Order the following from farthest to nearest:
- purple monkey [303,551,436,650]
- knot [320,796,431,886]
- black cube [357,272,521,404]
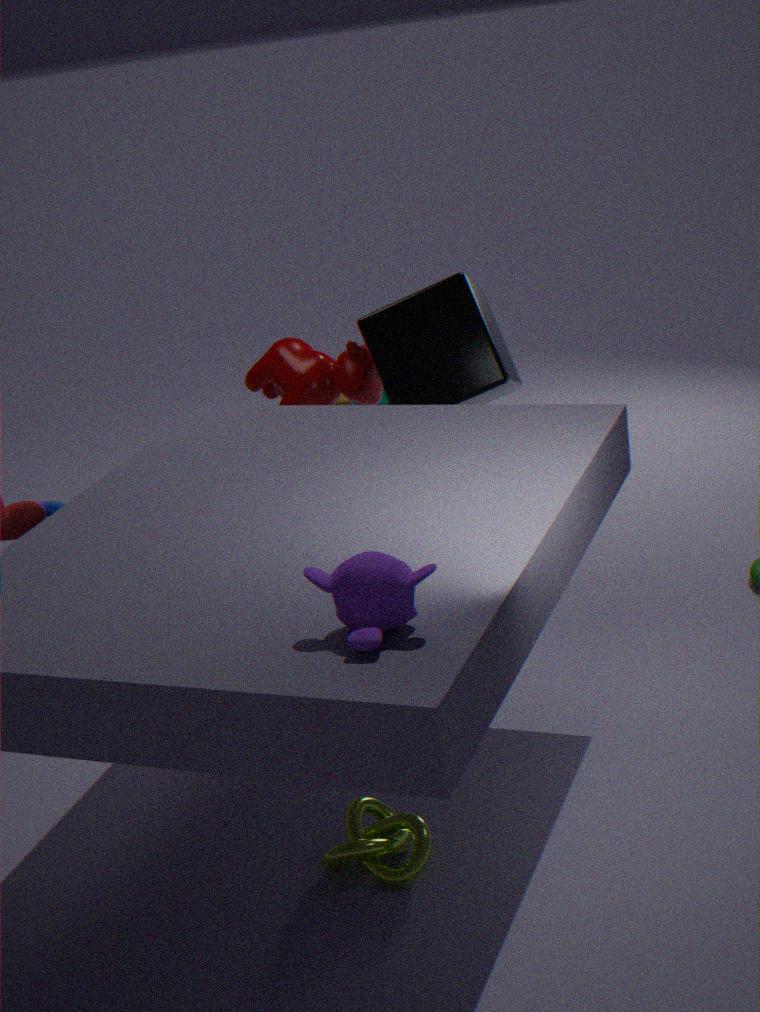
black cube [357,272,521,404] < knot [320,796,431,886] < purple monkey [303,551,436,650]
